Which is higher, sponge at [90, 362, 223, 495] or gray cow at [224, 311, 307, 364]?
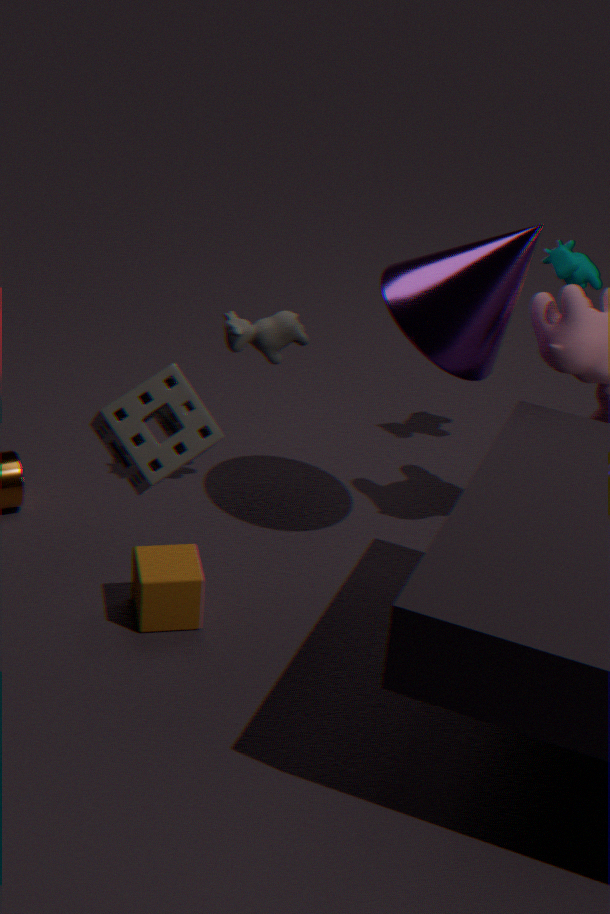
sponge at [90, 362, 223, 495]
